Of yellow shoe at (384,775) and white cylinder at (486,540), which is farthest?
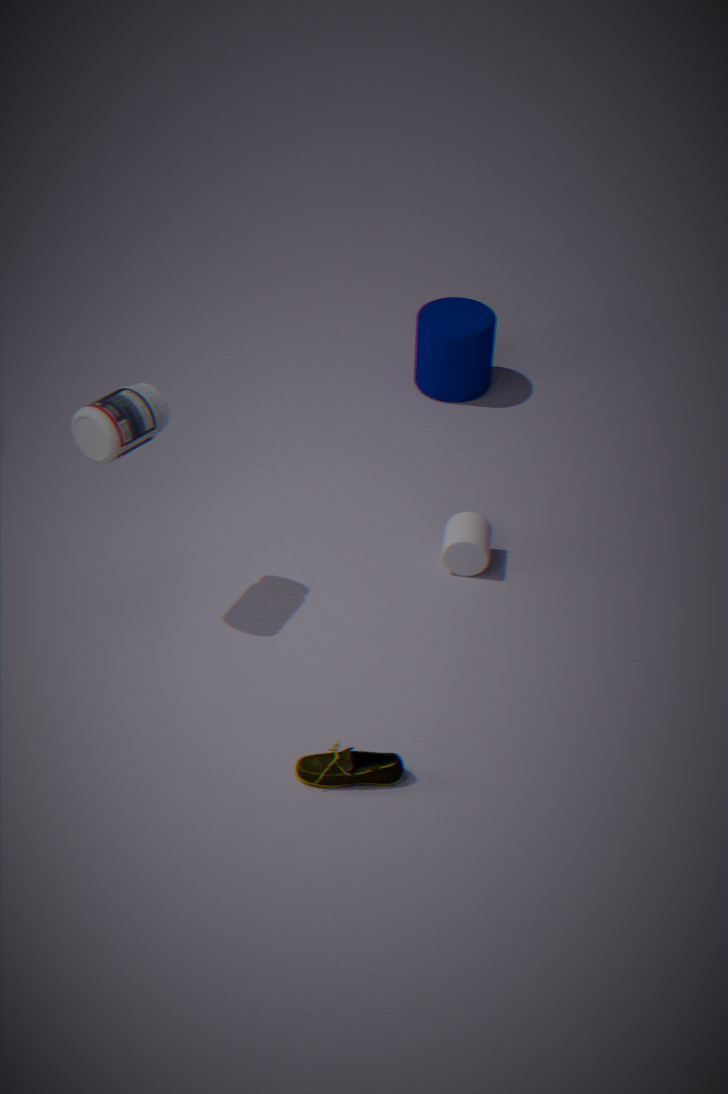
white cylinder at (486,540)
